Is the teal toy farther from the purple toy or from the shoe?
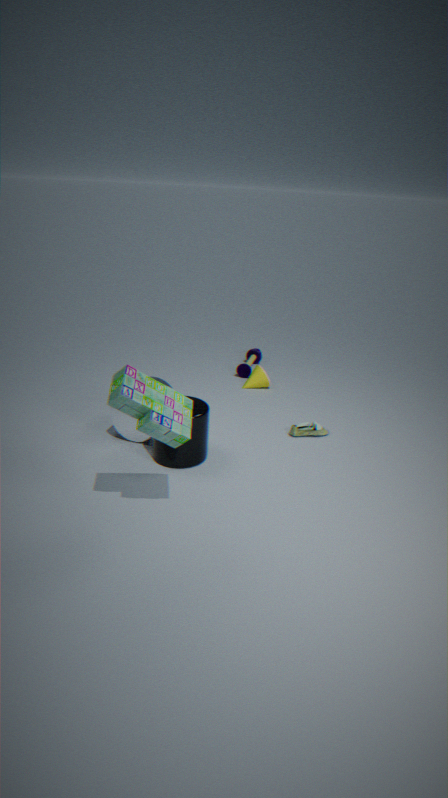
the purple toy
